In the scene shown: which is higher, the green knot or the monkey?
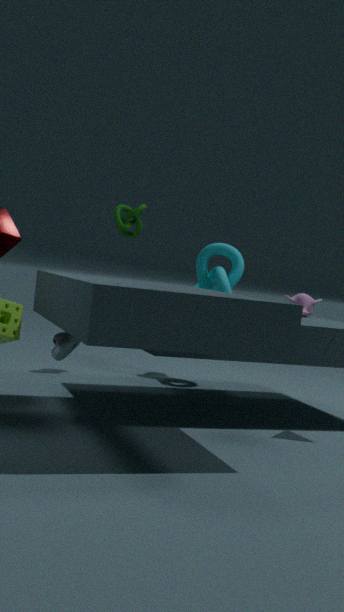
the green knot
